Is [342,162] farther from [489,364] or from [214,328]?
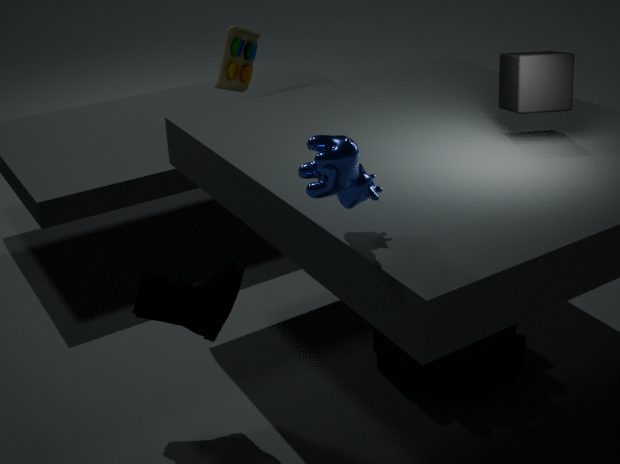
[489,364]
